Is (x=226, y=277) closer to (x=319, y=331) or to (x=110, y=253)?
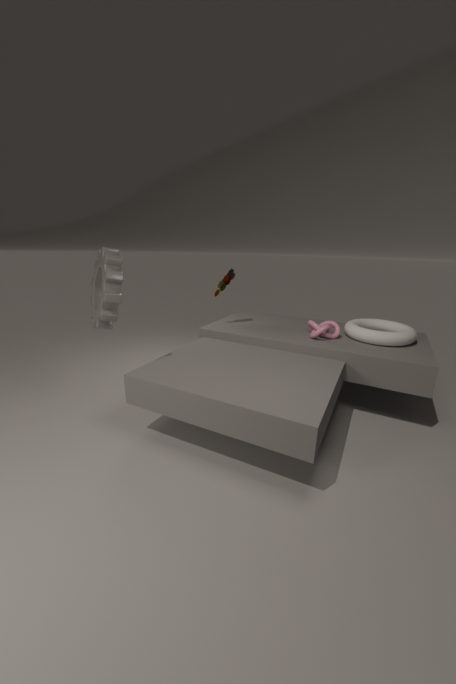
(x=319, y=331)
